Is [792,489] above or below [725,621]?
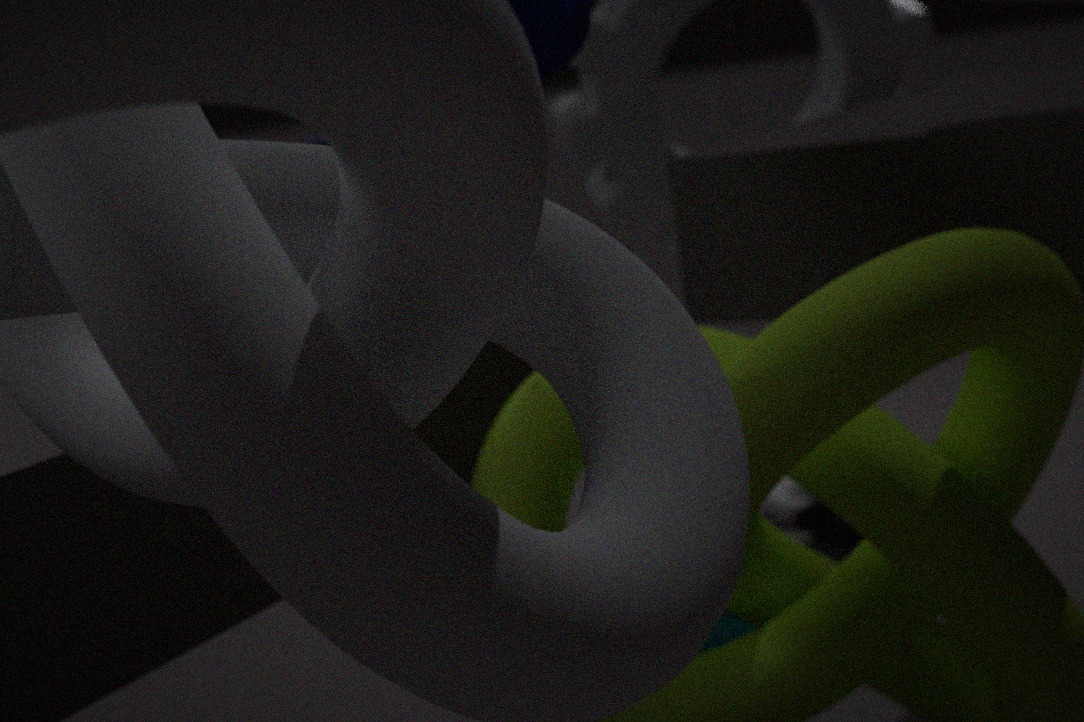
below
